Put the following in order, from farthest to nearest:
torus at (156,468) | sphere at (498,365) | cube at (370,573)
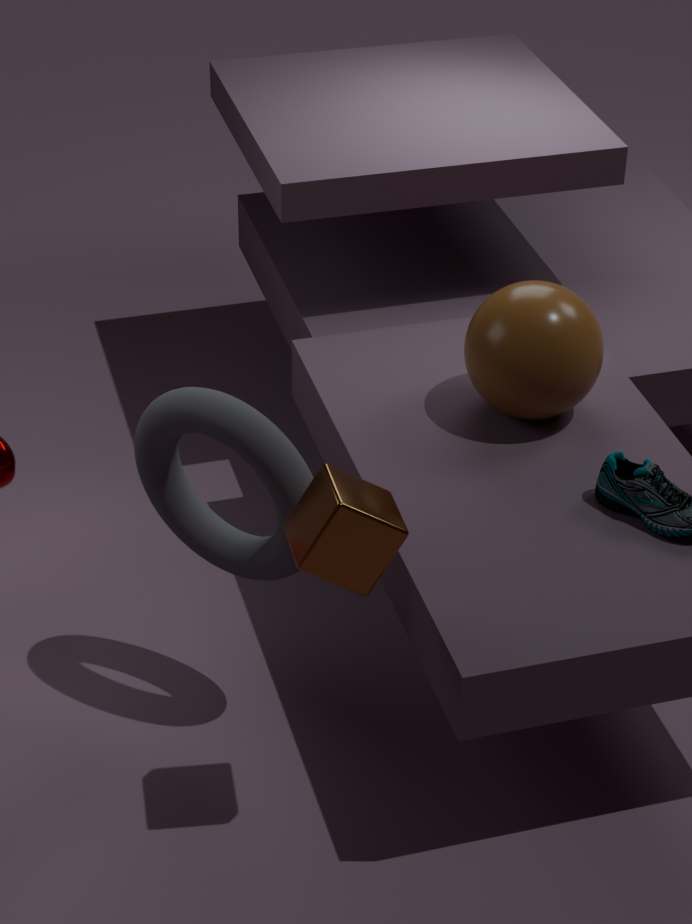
sphere at (498,365) < torus at (156,468) < cube at (370,573)
